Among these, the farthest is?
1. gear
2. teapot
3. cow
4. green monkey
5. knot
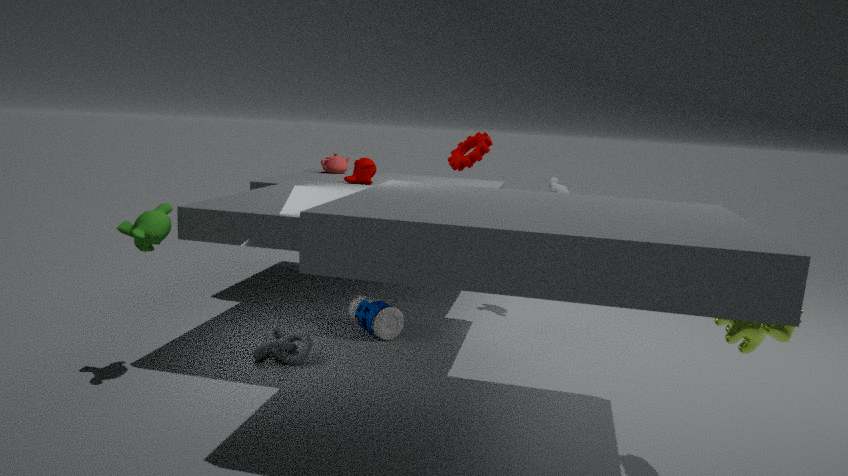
teapot
